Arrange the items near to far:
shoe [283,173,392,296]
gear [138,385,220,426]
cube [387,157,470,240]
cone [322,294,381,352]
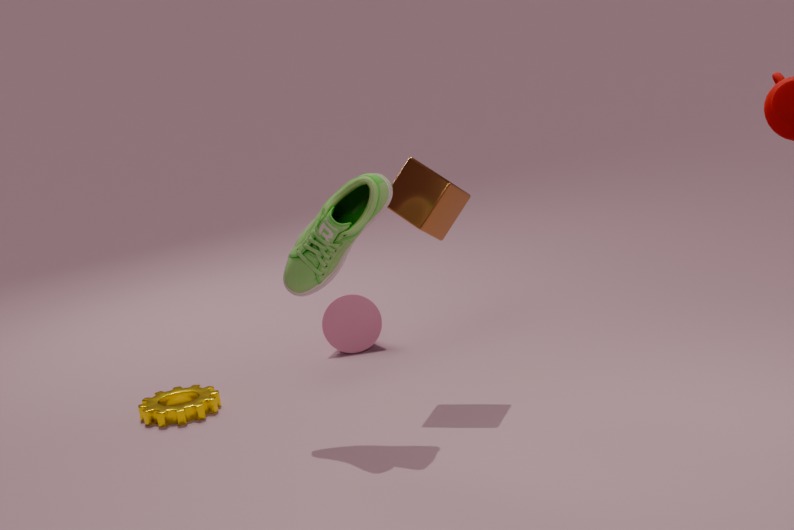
shoe [283,173,392,296]
cube [387,157,470,240]
gear [138,385,220,426]
cone [322,294,381,352]
